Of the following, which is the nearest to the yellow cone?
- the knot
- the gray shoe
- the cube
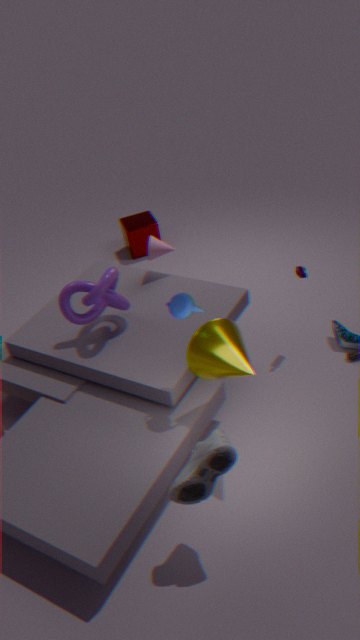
the gray shoe
